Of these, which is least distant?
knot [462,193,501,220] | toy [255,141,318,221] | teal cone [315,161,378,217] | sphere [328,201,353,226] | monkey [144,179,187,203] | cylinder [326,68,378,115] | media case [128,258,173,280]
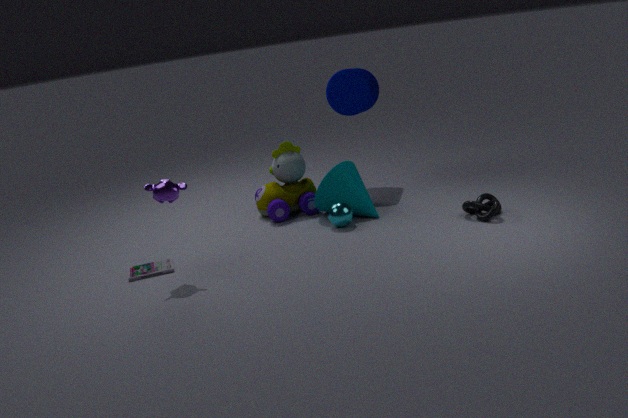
monkey [144,179,187,203]
